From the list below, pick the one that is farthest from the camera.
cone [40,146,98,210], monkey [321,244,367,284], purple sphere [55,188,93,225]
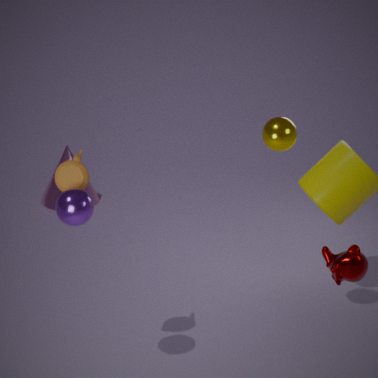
cone [40,146,98,210]
